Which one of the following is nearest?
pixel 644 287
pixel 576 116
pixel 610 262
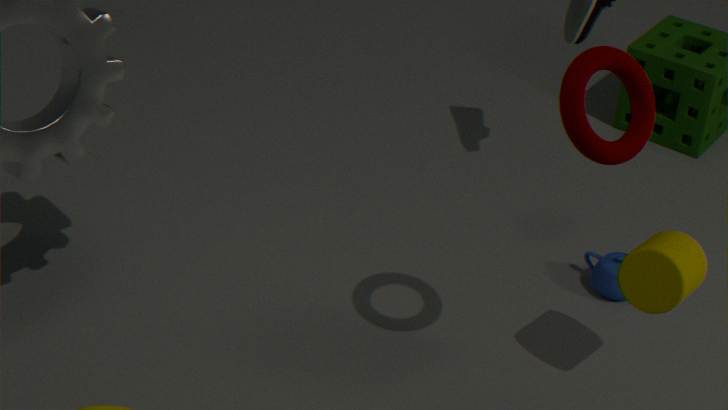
pixel 576 116
